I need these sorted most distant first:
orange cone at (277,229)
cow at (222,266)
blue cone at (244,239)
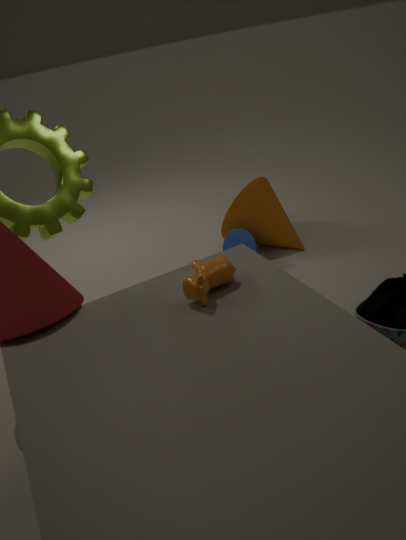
orange cone at (277,229) < blue cone at (244,239) < cow at (222,266)
